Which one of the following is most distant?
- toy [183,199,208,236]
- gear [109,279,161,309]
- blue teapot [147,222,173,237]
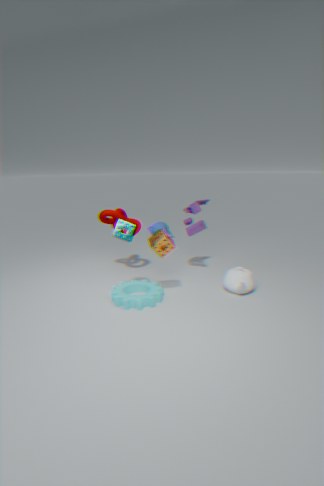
blue teapot [147,222,173,237]
